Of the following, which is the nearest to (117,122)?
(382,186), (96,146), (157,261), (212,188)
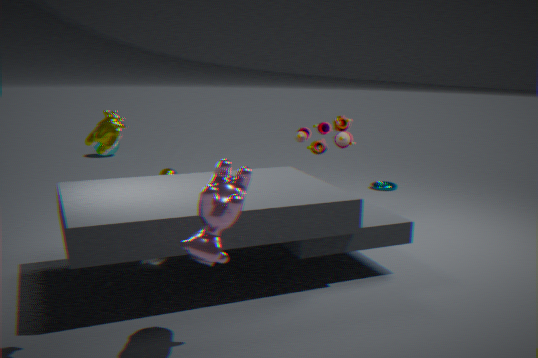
(212,188)
